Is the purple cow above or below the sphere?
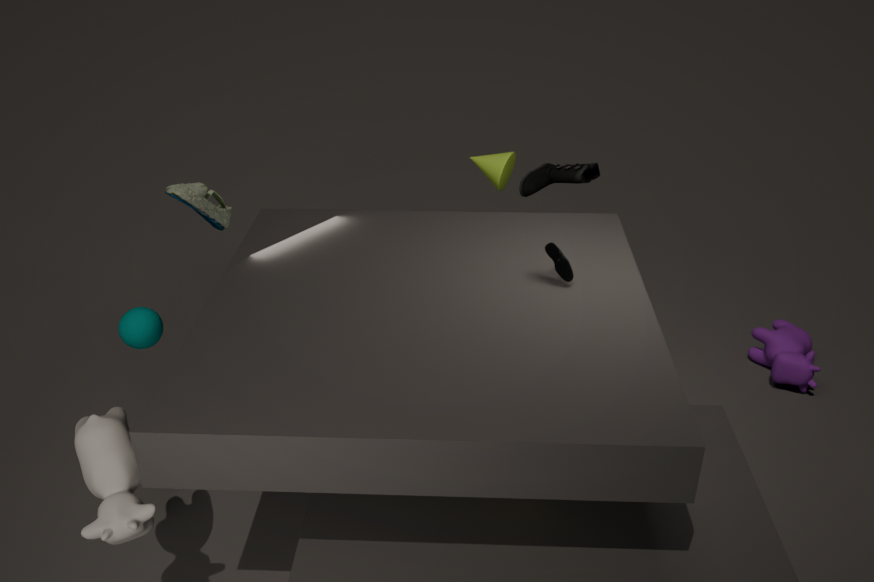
below
